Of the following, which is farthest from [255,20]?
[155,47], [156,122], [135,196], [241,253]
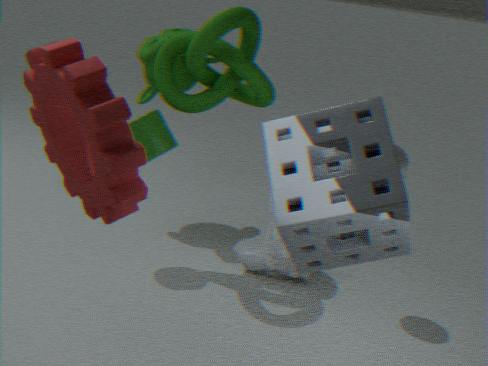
[135,196]
